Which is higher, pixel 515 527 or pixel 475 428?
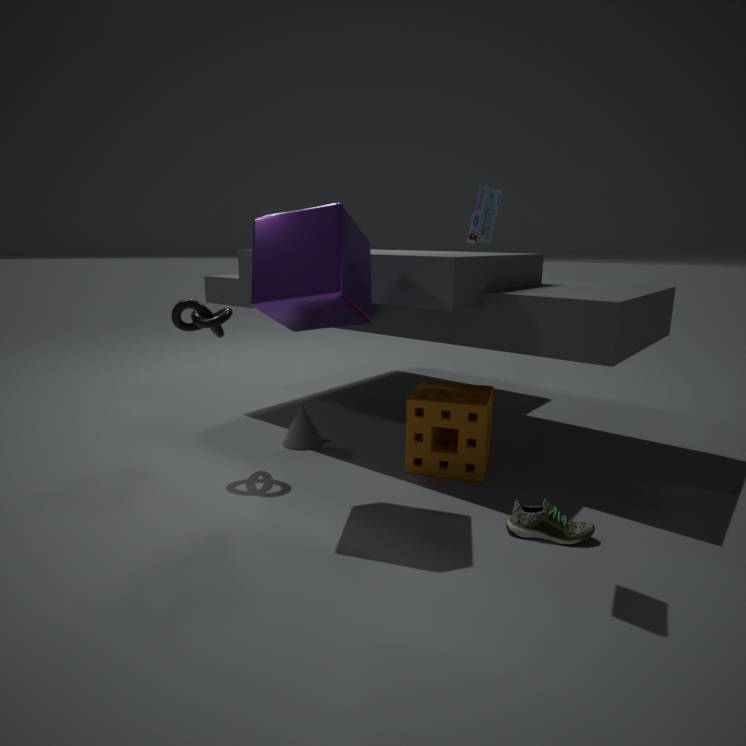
pixel 475 428
